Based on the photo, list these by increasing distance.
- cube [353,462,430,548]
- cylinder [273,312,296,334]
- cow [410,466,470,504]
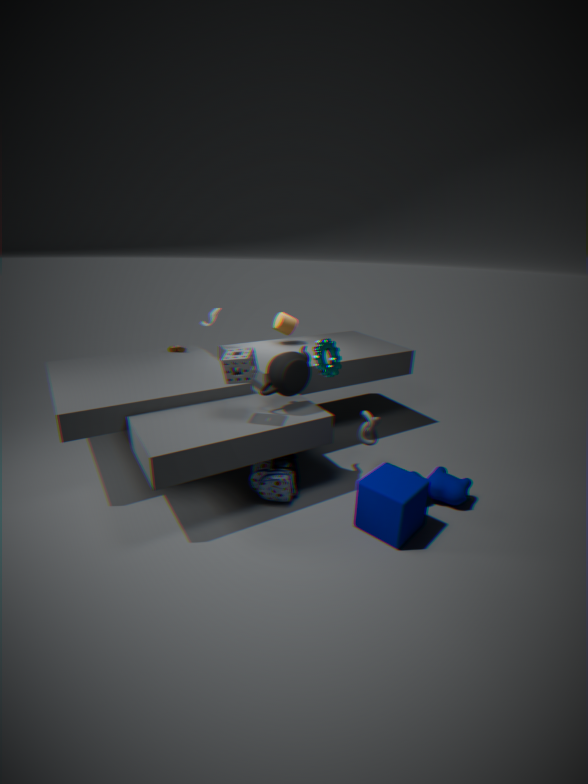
cube [353,462,430,548], cow [410,466,470,504], cylinder [273,312,296,334]
